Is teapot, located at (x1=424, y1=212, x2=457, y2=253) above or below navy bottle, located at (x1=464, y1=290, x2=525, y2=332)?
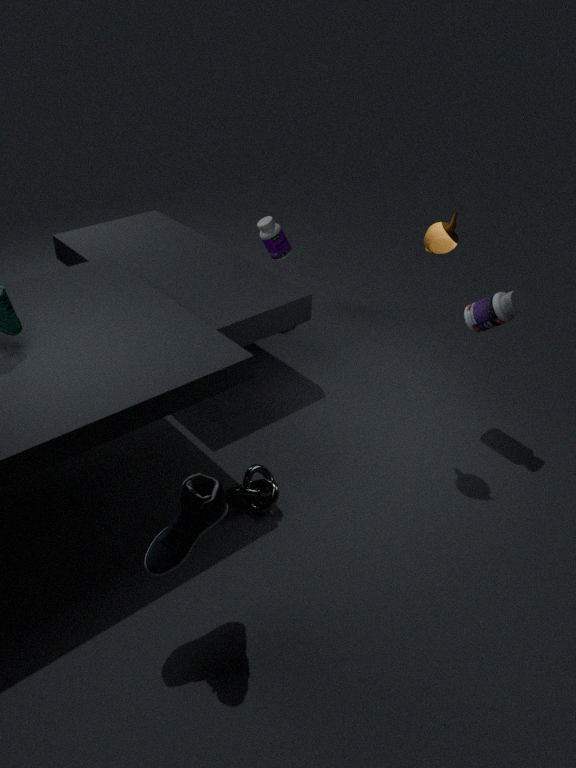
above
